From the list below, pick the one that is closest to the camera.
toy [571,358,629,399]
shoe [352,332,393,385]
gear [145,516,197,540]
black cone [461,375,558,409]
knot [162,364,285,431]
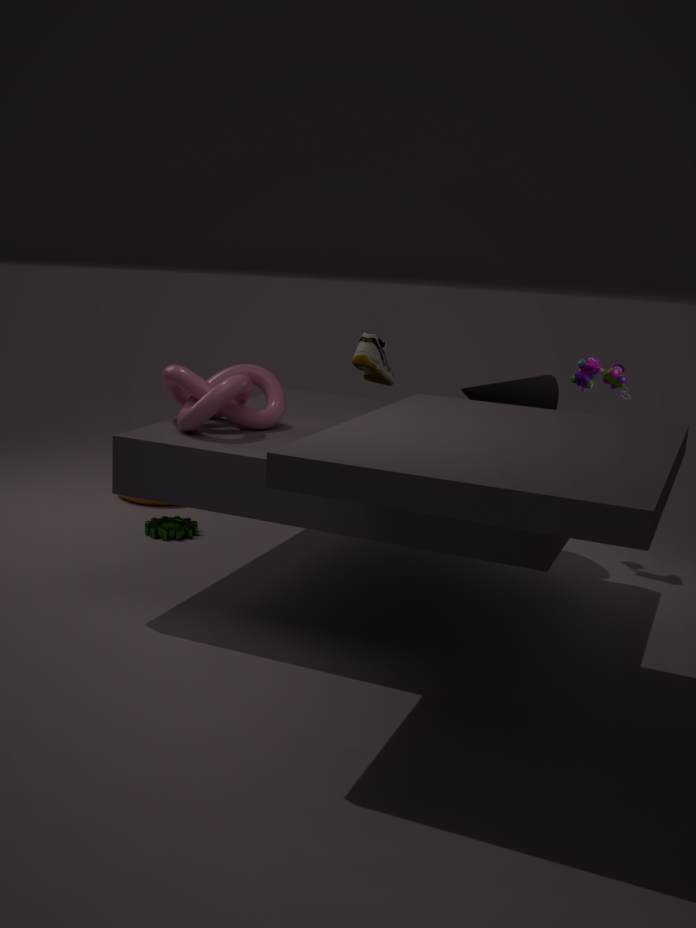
knot [162,364,285,431]
